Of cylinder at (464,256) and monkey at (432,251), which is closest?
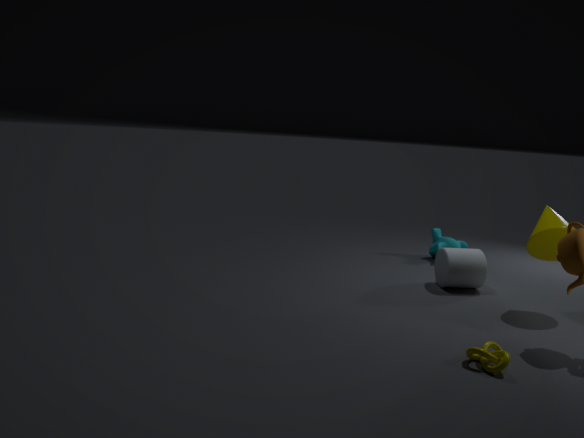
cylinder at (464,256)
